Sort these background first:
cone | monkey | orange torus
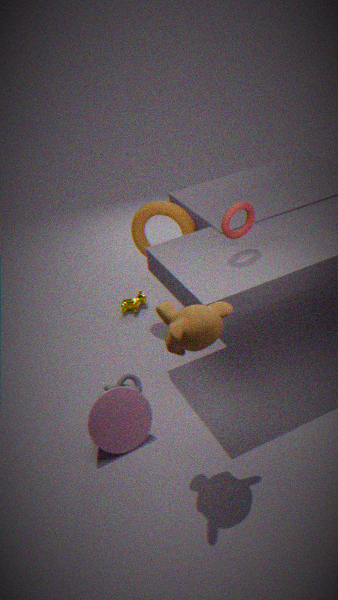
orange torus
cone
monkey
